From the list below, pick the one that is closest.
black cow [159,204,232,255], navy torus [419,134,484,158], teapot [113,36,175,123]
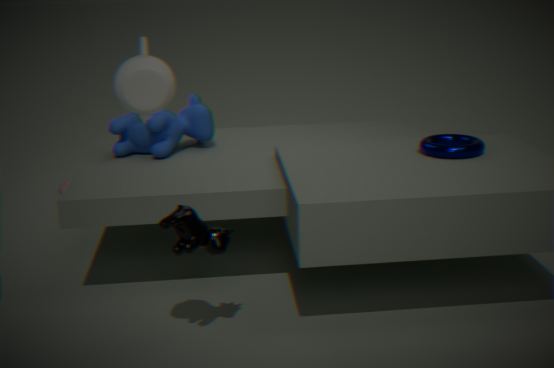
teapot [113,36,175,123]
